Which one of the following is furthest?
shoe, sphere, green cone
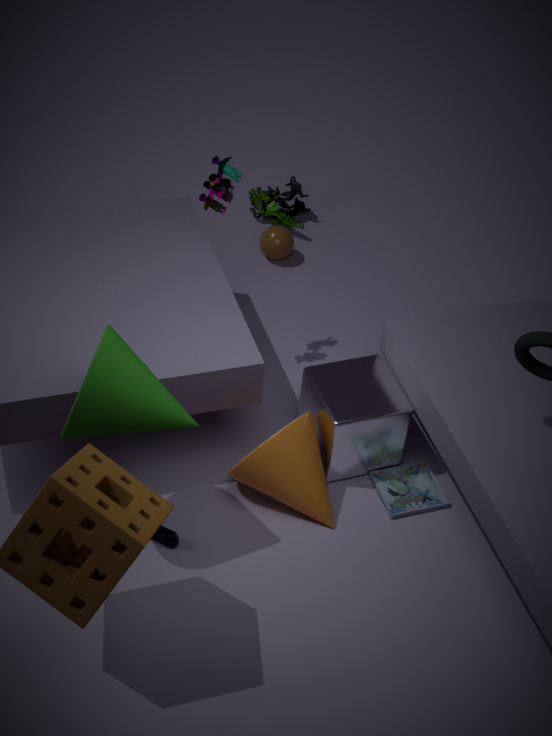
sphere
